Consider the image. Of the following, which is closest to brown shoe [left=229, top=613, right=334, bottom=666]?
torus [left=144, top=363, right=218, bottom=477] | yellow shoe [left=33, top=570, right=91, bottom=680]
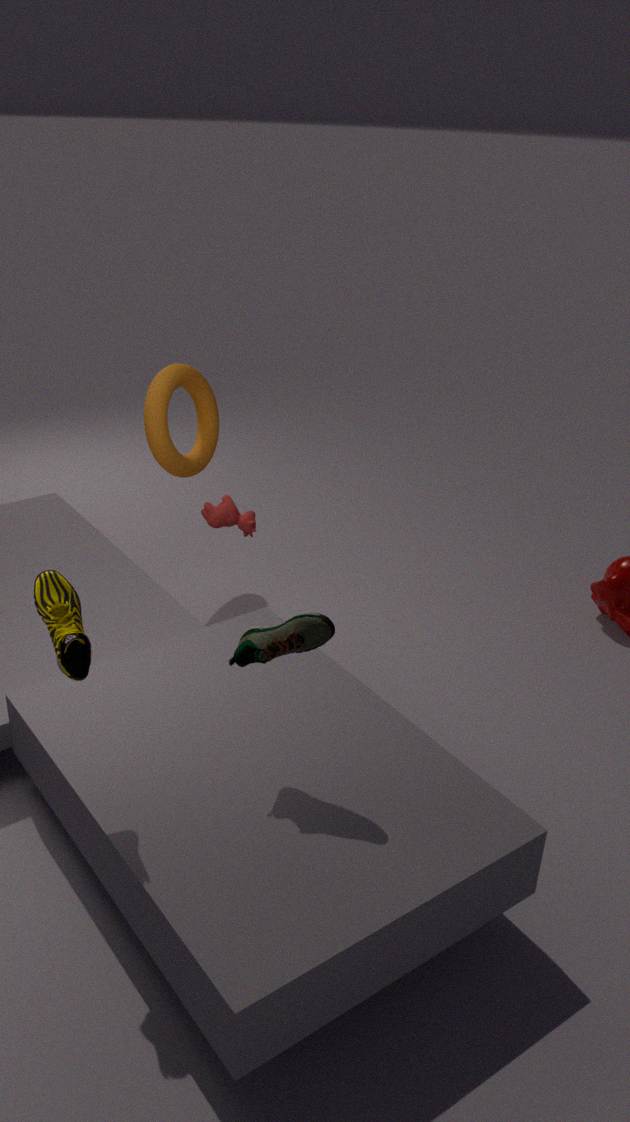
yellow shoe [left=33, top=570, right=91, bottom=680]
